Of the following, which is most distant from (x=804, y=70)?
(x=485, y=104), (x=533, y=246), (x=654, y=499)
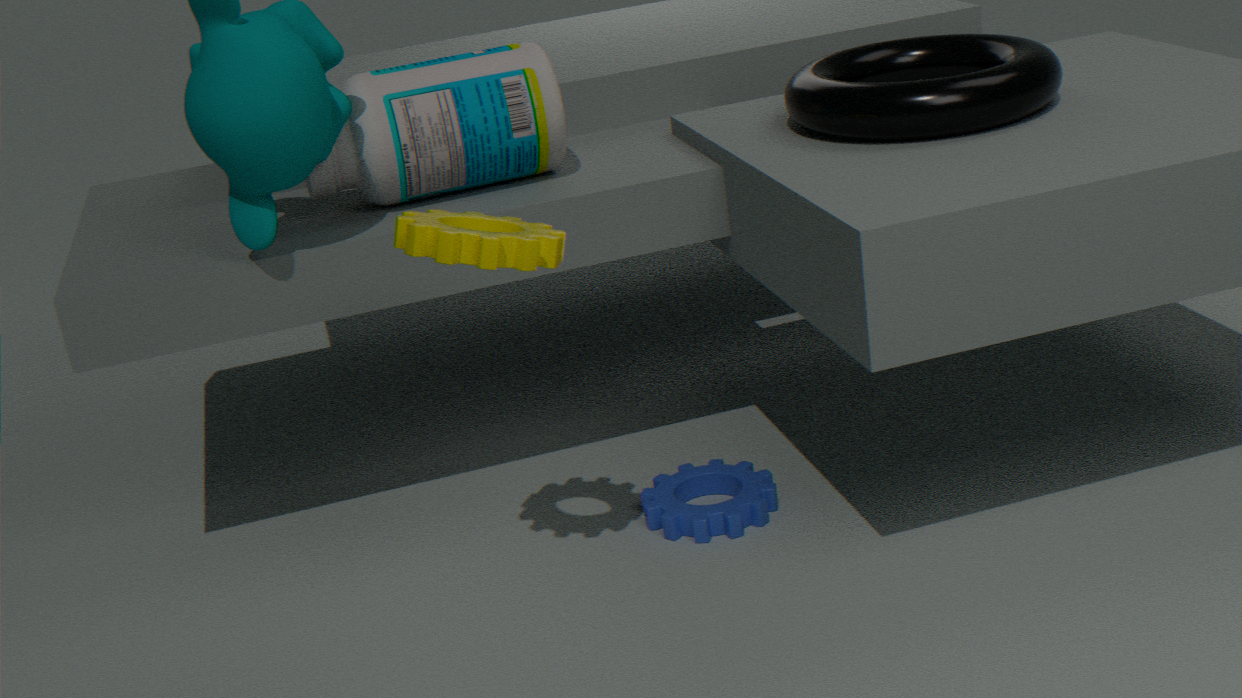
(x=533, y=246)
